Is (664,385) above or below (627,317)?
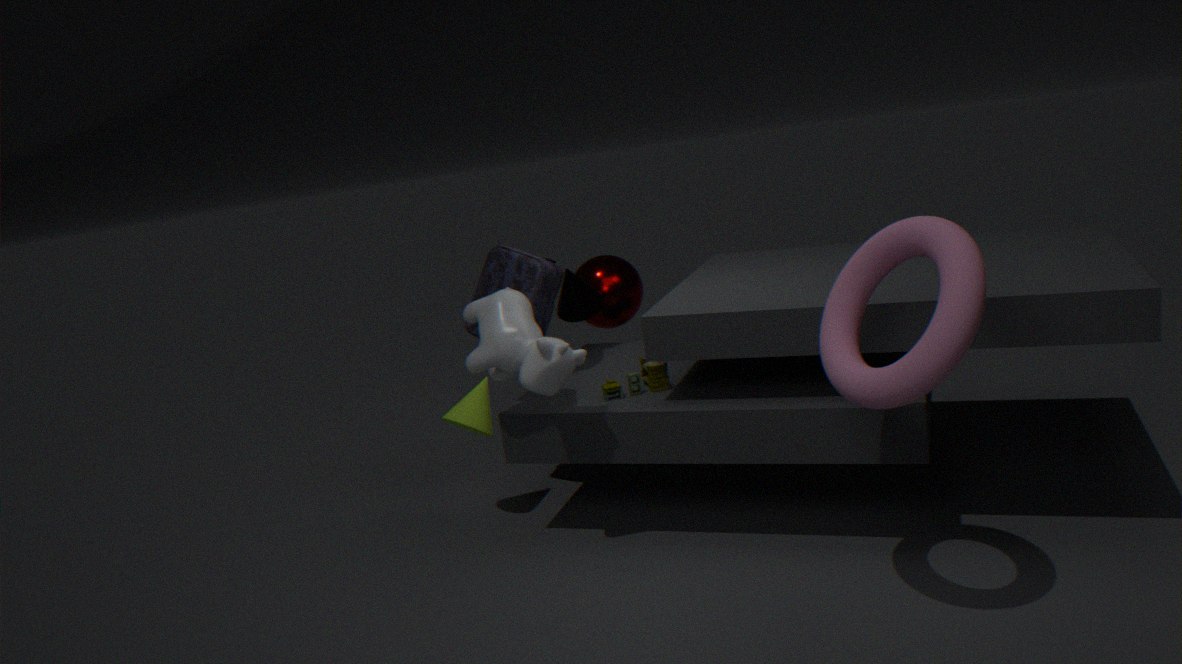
below
